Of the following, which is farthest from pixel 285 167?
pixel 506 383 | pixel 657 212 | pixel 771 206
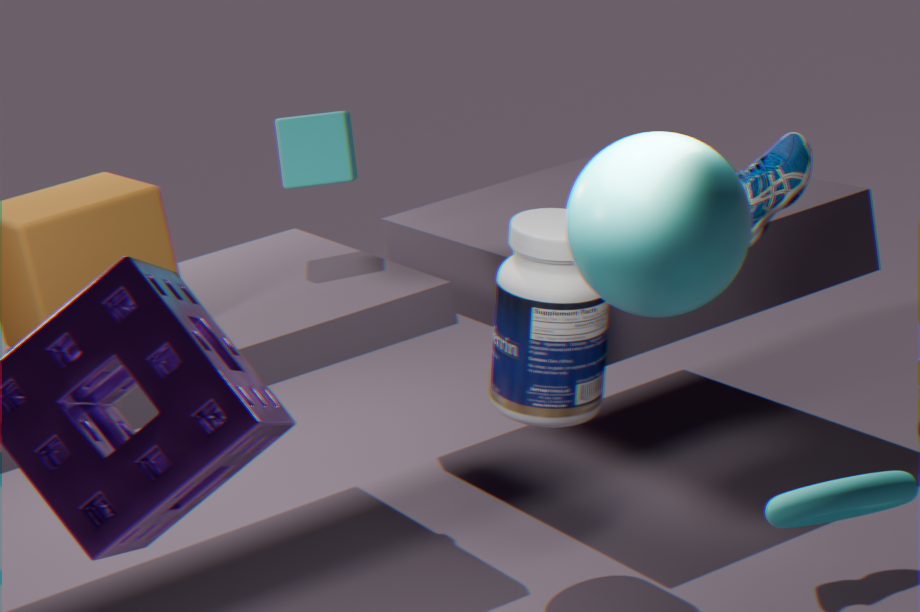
pixel 657 212
